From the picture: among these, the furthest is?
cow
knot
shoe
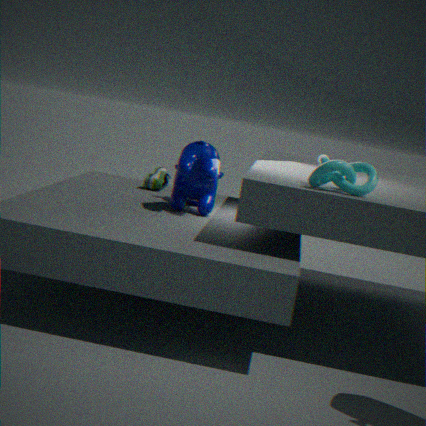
shoe
